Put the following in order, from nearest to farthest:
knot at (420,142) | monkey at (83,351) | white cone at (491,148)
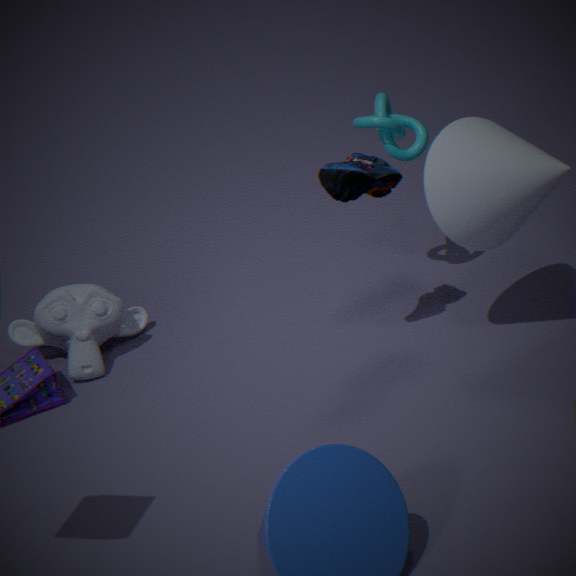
white cone at (491,148), knot at (420,142), monkey at (83,351)
